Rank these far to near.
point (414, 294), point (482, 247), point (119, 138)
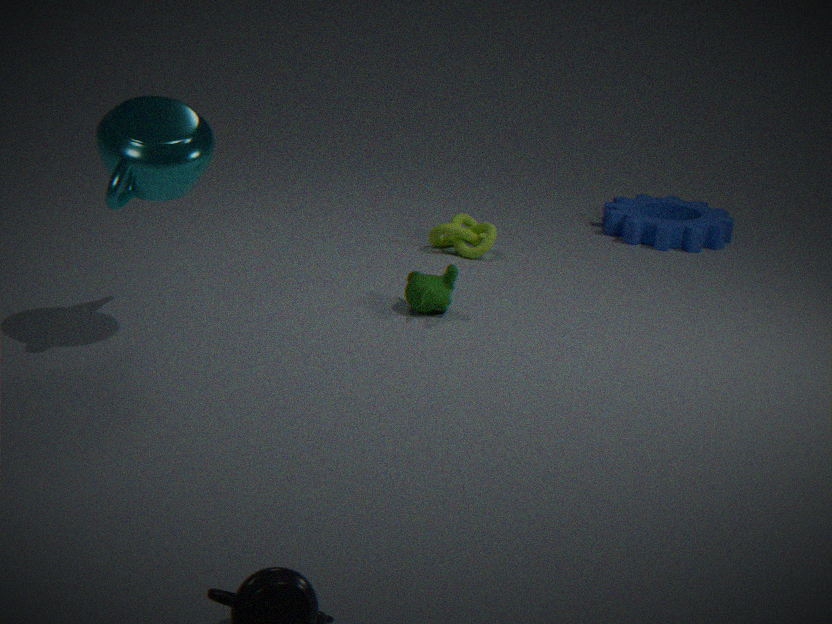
point (482, 247)
point (414, 294)
point (119, 138)
